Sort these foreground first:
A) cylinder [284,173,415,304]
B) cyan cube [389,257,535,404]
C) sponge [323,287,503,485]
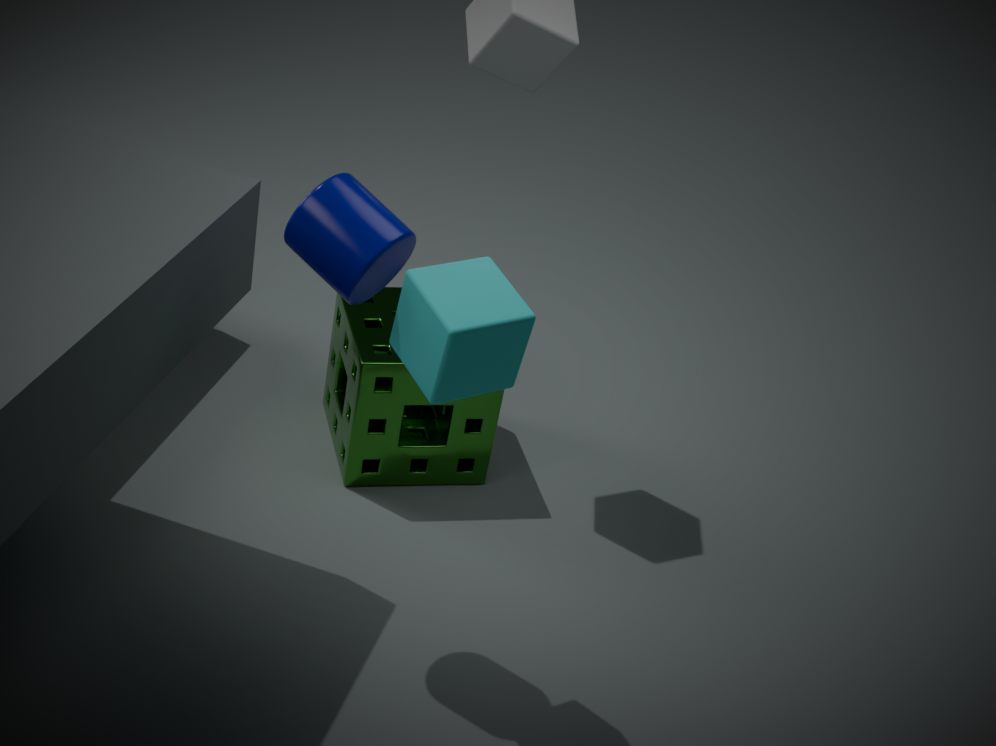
1. cyan cube [389,257,535,404]
2. cylinder [284,173,415,304]
3. sponge [323,287,503,485]
